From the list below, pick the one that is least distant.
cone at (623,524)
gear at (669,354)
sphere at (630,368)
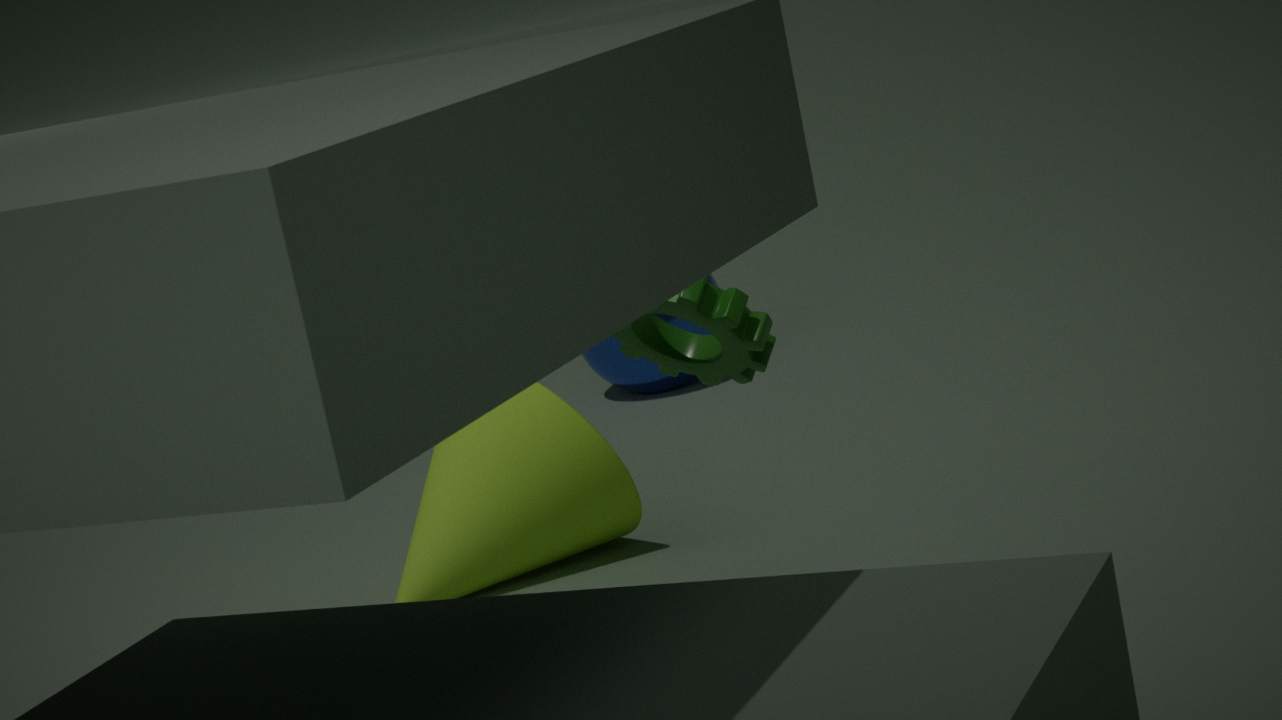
gear at (669,354)
